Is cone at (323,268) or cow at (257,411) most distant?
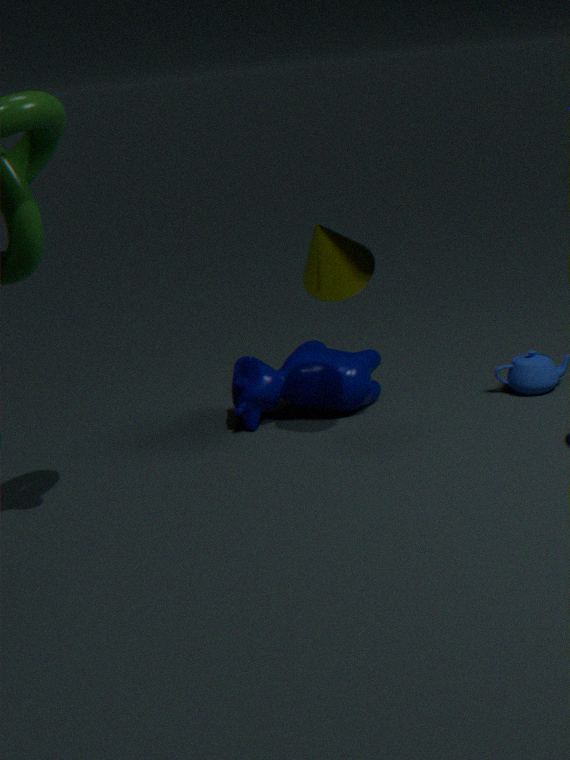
cow at (257,411)
